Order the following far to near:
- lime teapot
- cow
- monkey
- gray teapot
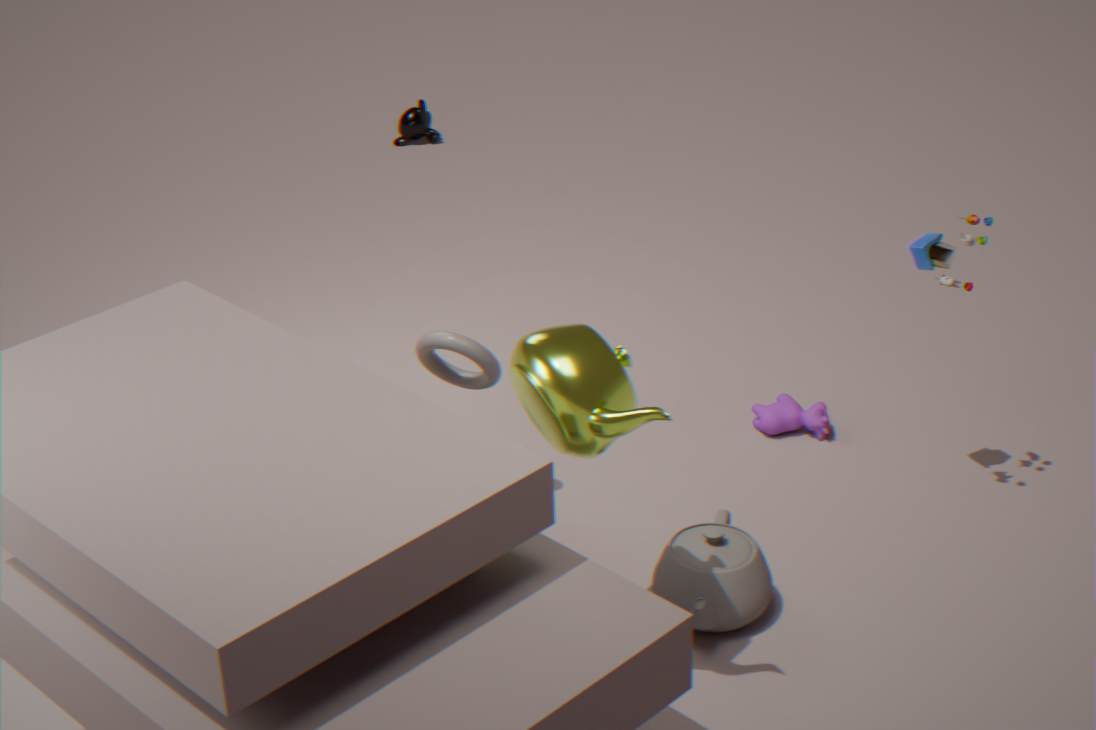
1. monkey
2. cow
3. gray teapot
4. lime teapot
